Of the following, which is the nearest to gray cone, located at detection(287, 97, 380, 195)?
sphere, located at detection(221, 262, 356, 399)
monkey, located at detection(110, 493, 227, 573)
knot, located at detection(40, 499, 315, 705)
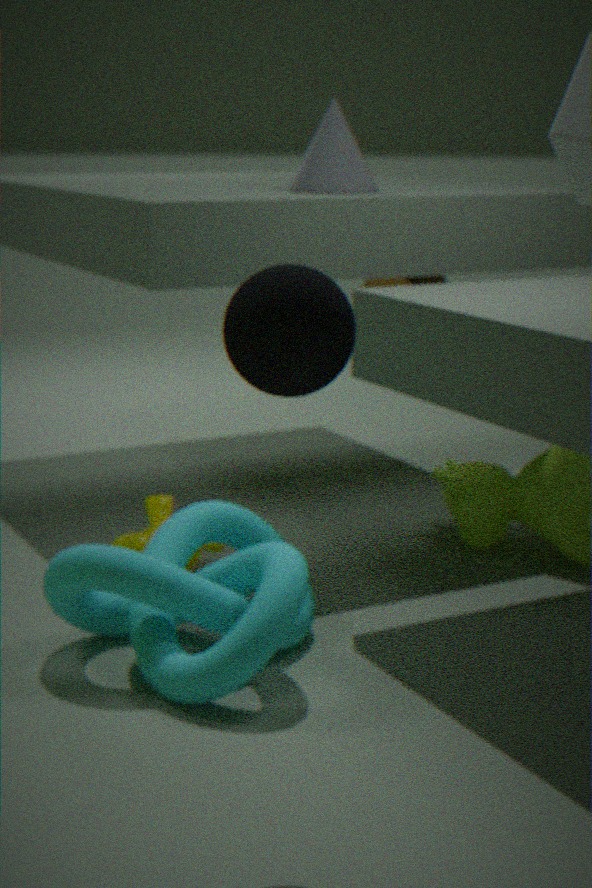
monkey, located at detection(110, 493, 227, 573)
